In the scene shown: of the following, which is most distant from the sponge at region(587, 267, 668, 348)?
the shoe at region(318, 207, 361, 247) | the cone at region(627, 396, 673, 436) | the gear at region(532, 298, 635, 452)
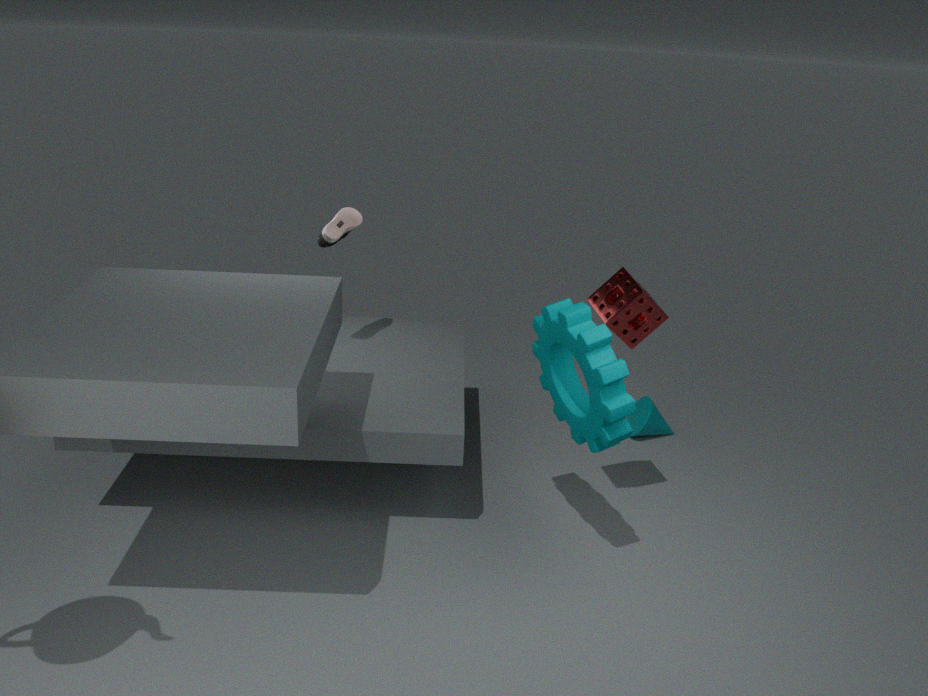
the shoe at region(318, 207, 361, 247)
